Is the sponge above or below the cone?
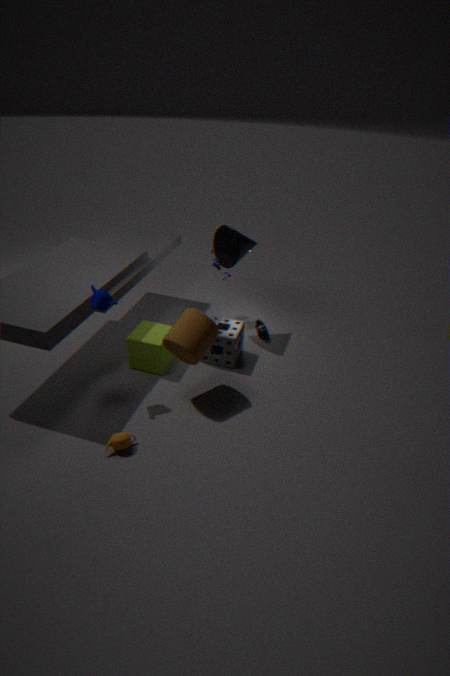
below
